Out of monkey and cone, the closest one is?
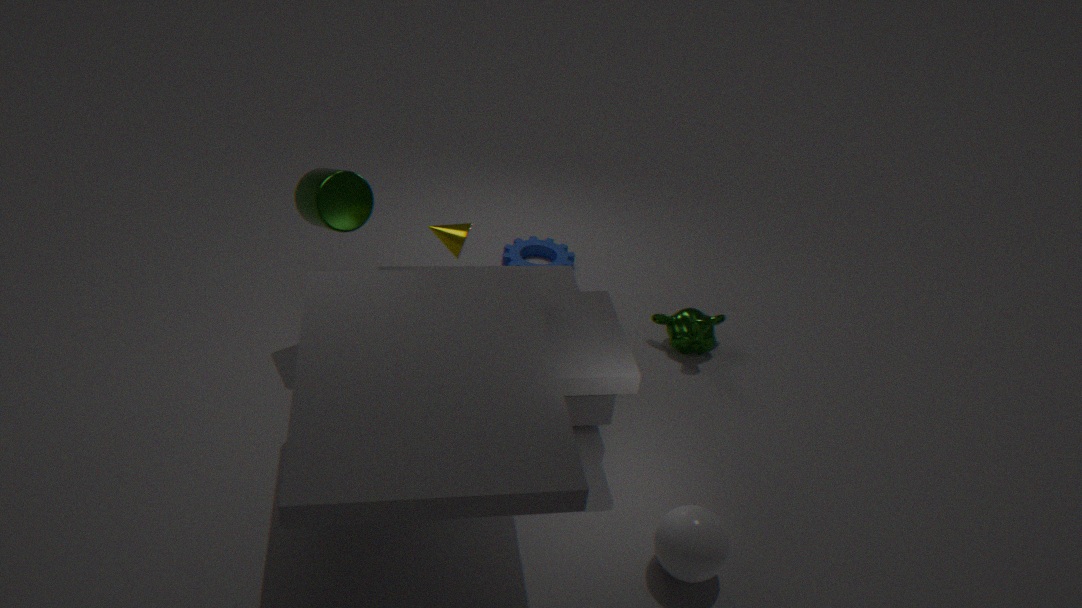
cone
